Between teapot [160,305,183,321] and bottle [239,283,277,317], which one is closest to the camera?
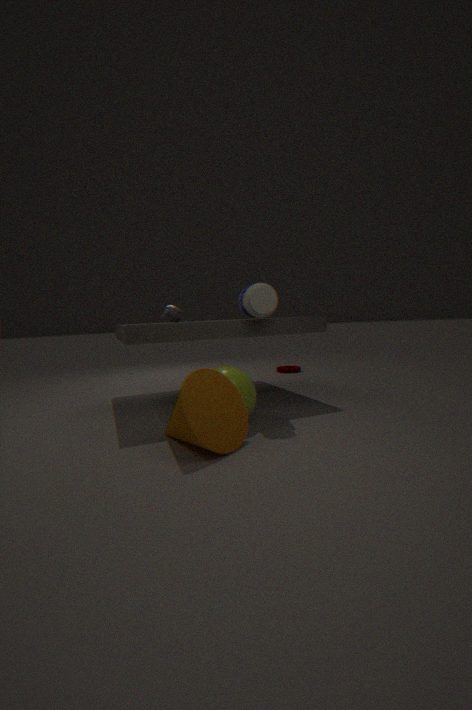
bottle [239,283,277,317]
